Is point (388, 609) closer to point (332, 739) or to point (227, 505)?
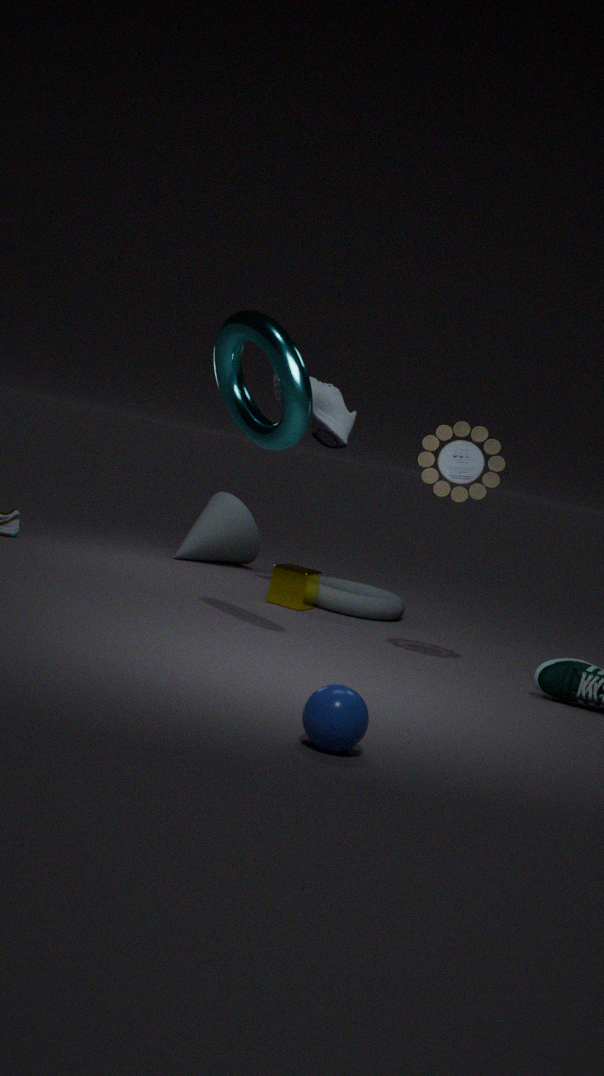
point (227, 505)
